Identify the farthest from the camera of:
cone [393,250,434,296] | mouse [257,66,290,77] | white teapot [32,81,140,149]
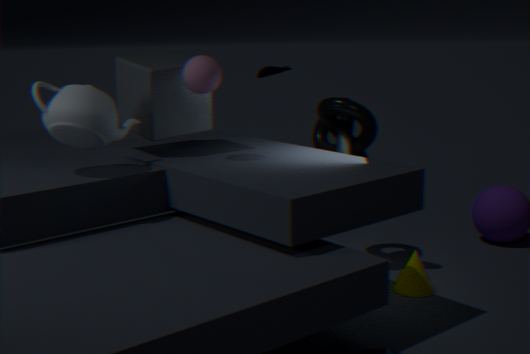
mouse [257,66,290,77]
